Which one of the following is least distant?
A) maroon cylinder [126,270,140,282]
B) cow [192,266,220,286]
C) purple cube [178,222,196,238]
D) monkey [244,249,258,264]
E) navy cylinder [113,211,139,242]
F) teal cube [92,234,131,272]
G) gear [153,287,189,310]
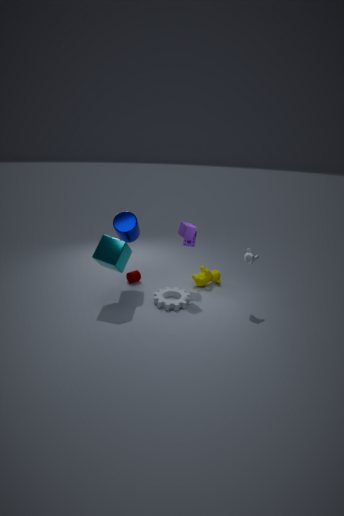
teal cube [92,234,131,272]
